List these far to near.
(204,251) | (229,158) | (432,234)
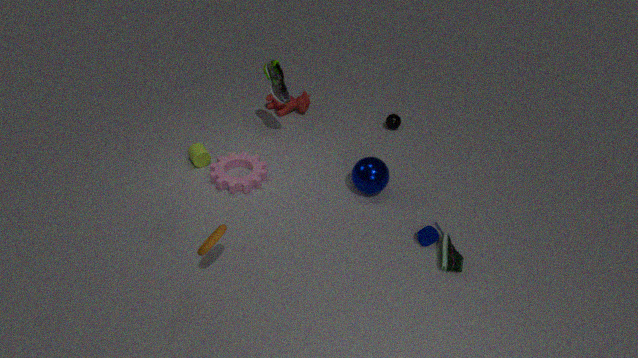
(229,158) → (432,234) → (204,251)
